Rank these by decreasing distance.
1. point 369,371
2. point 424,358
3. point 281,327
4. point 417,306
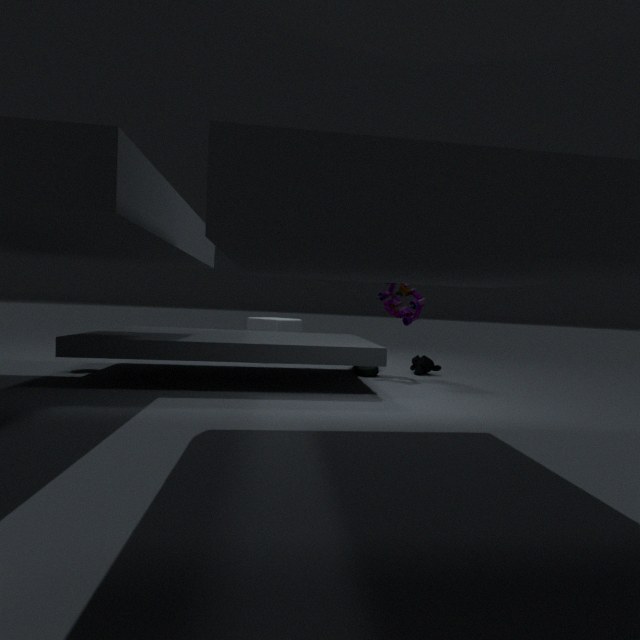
point 281,327 < point 424,358 < point 417,306 < point 369,371
